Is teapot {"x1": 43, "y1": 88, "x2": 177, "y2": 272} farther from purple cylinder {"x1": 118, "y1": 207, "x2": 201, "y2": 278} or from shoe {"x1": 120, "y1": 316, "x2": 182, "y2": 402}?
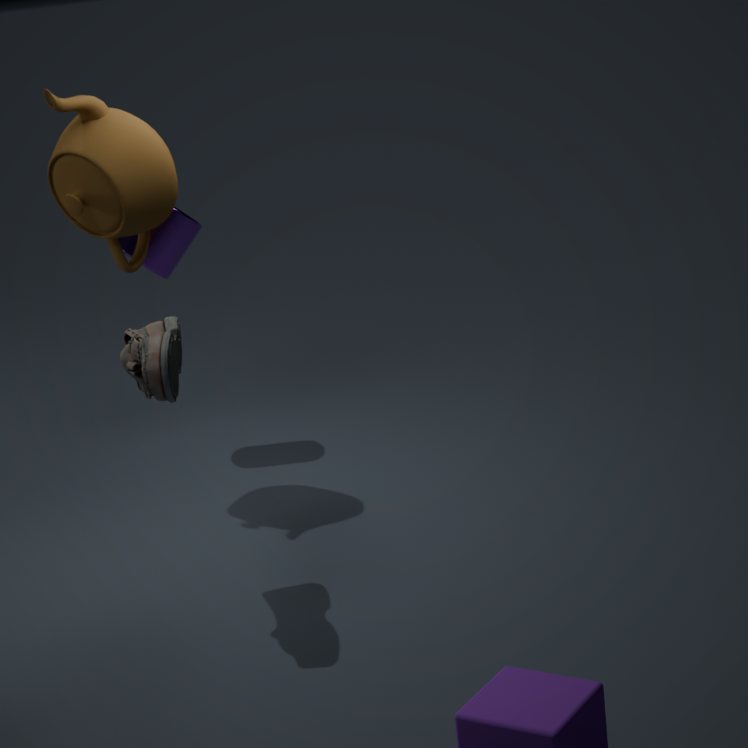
shoe {"x1": 120, "y1": 316, "x2": 182, "y2": 402}
